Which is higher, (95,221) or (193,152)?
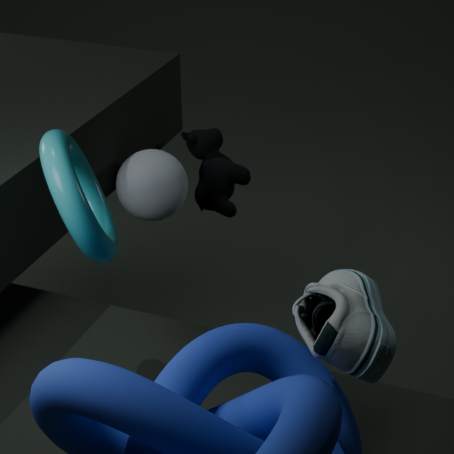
(95,221)
